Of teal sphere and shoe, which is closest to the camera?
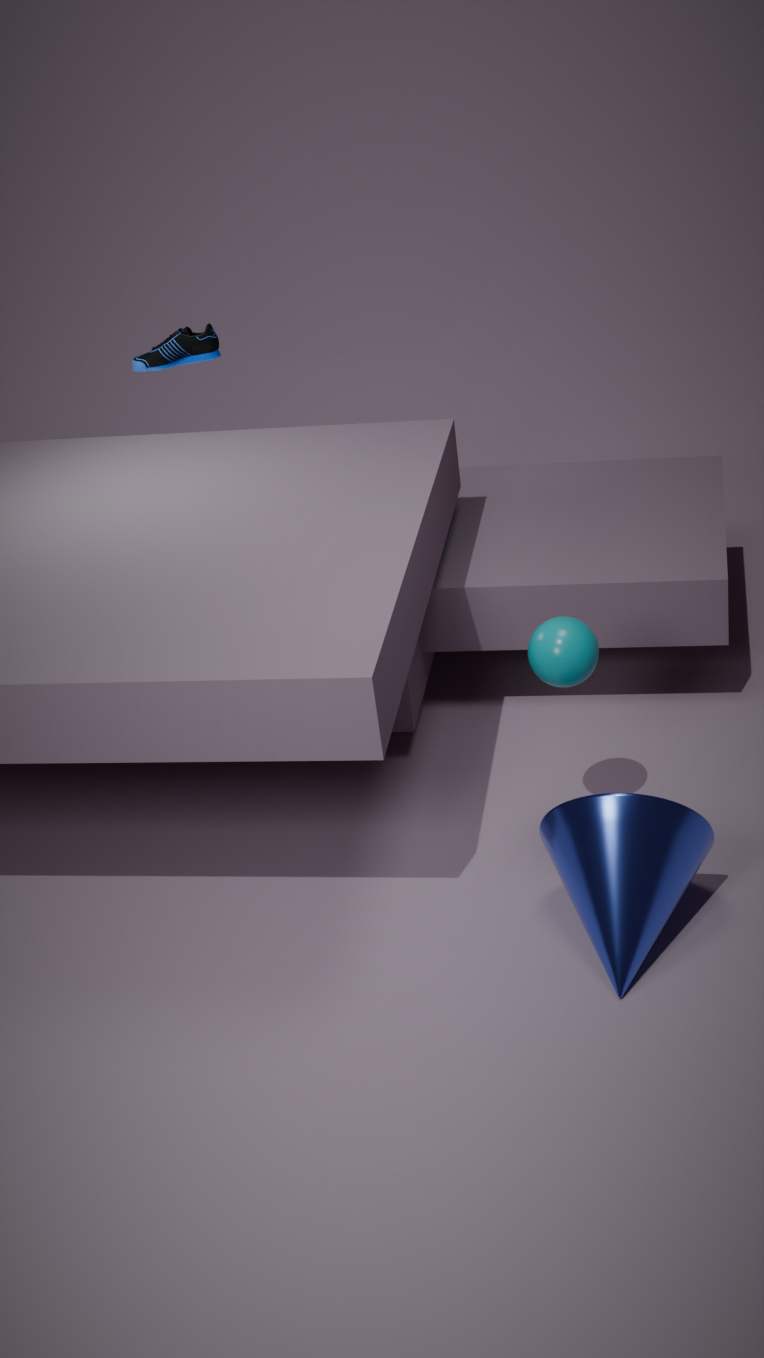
teal sphere
